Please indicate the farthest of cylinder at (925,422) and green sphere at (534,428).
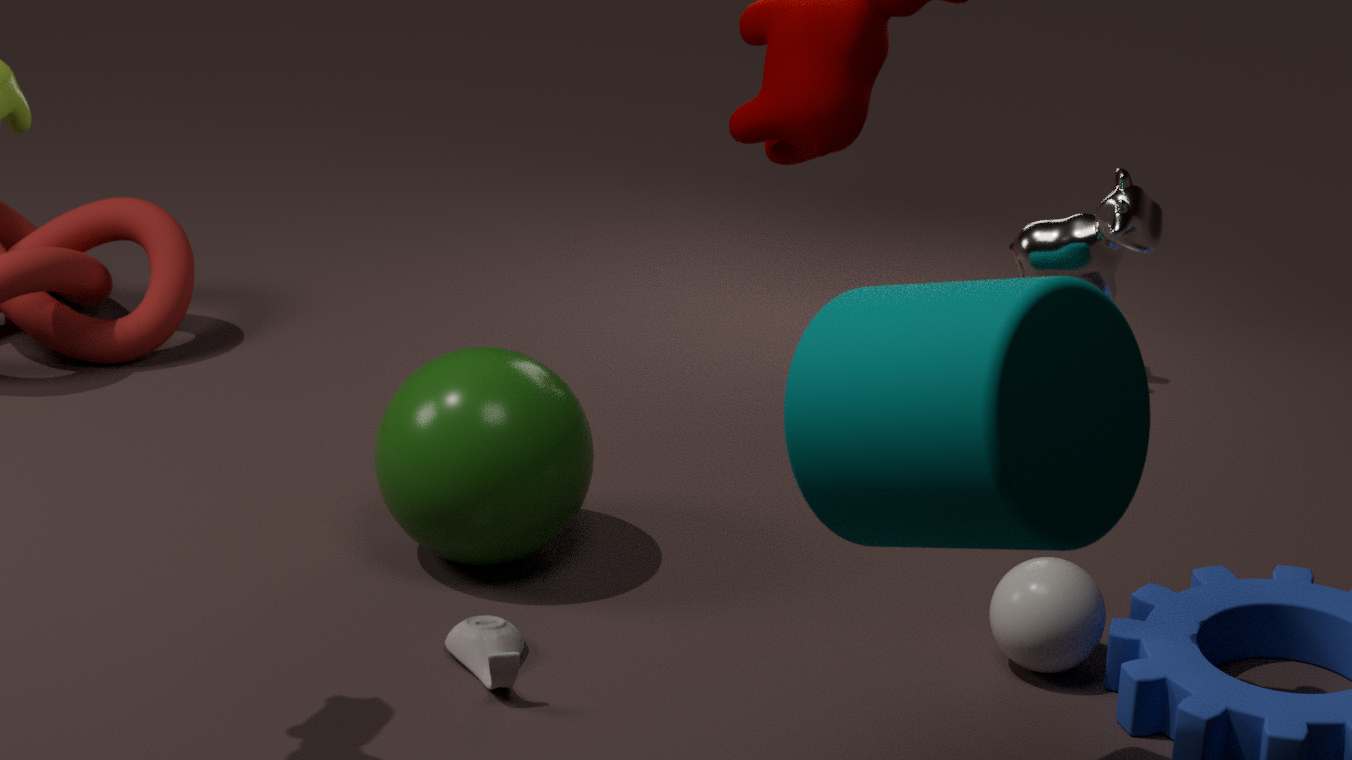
green sphere at (534,428)
